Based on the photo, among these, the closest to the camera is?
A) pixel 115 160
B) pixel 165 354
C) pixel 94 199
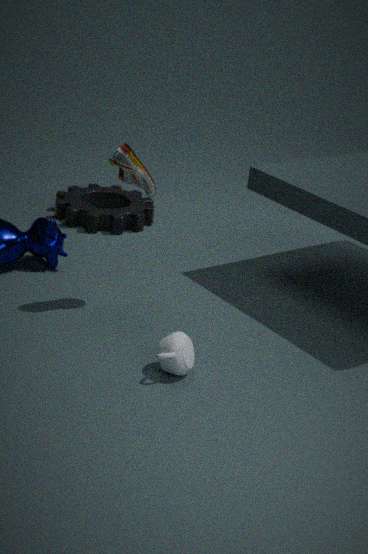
pixel 165 354
